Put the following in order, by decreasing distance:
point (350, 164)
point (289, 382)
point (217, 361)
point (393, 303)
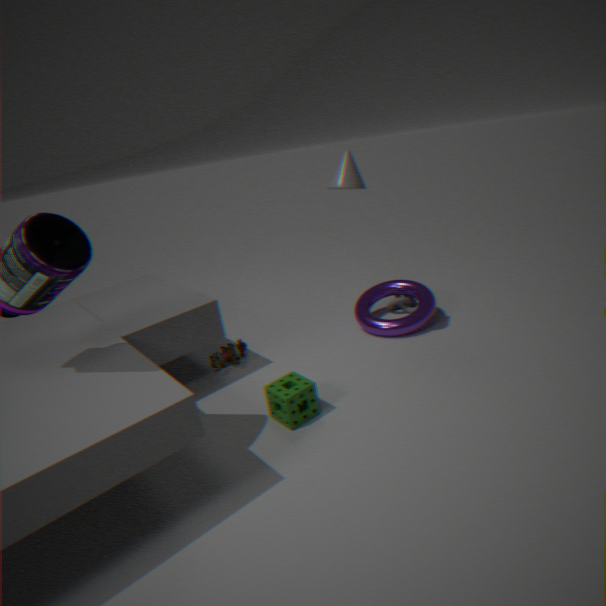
point (393, 303) < point (217, 361) < point (350, 164) < point (289, 382)
